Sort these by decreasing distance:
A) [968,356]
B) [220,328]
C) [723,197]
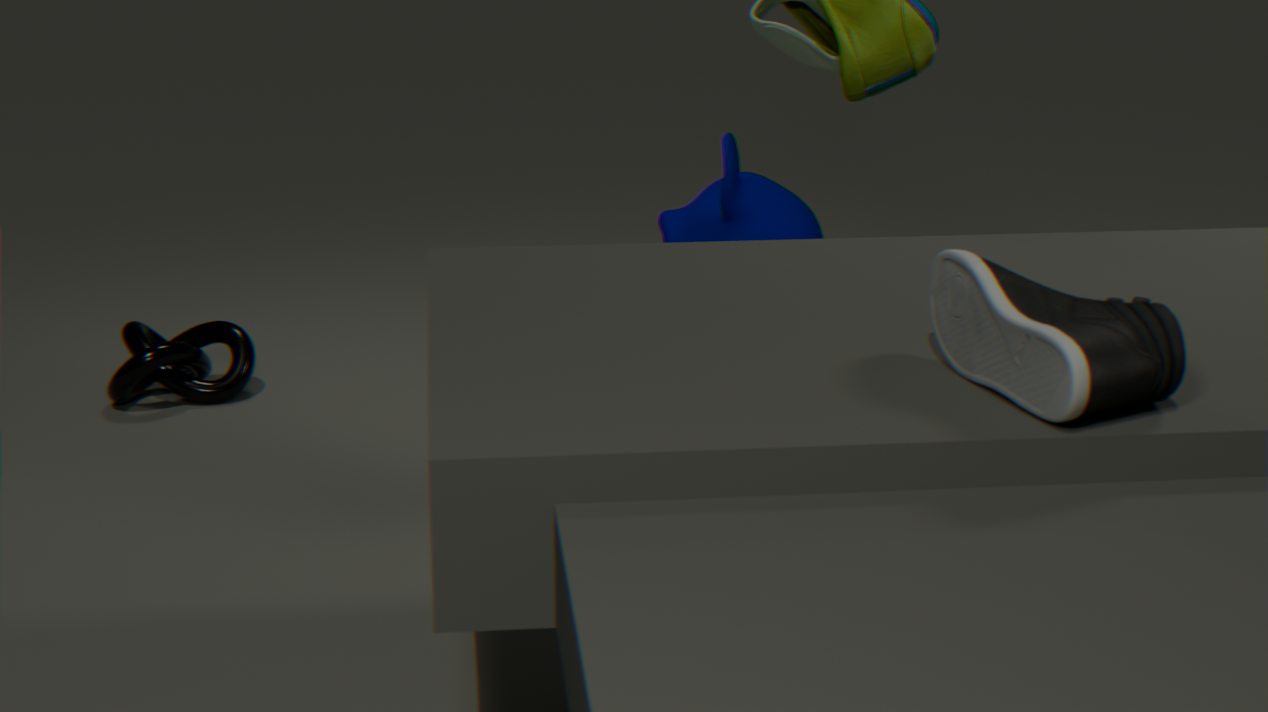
[723,197]
[220,328]
[968,356]
